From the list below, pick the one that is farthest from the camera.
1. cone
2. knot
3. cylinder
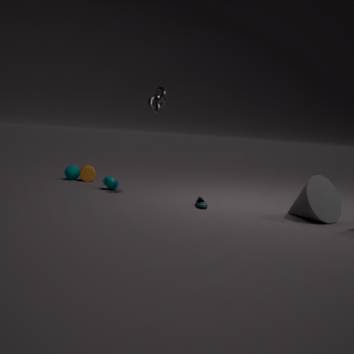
cylinder
